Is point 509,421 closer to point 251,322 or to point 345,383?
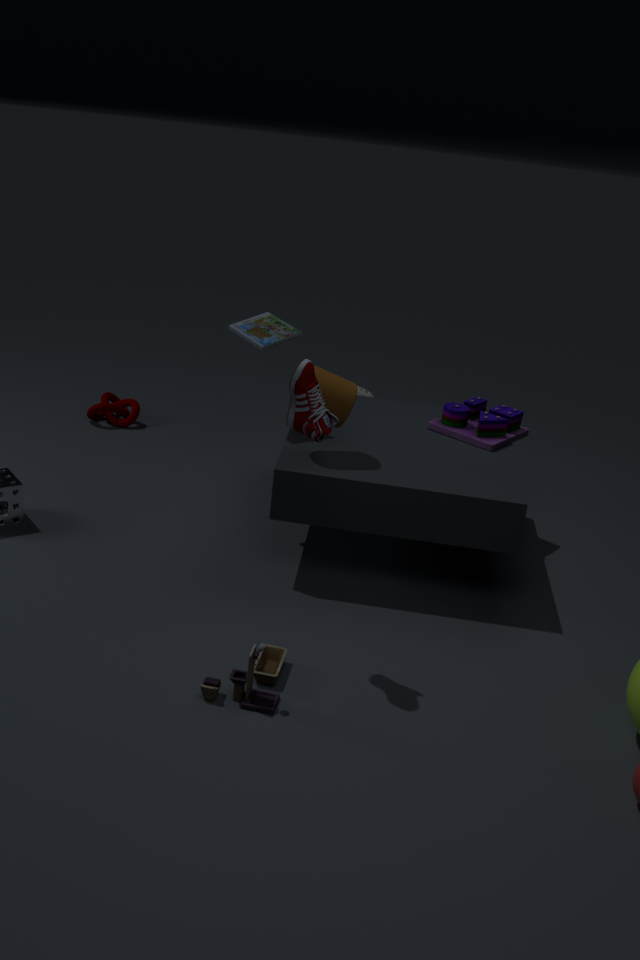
point 345,383
